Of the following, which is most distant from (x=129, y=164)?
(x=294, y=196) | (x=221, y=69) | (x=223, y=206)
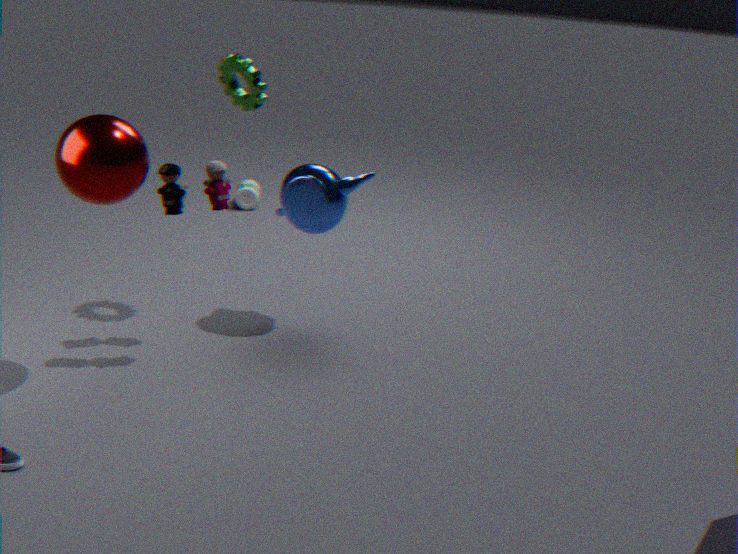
(x=294, y=196)
